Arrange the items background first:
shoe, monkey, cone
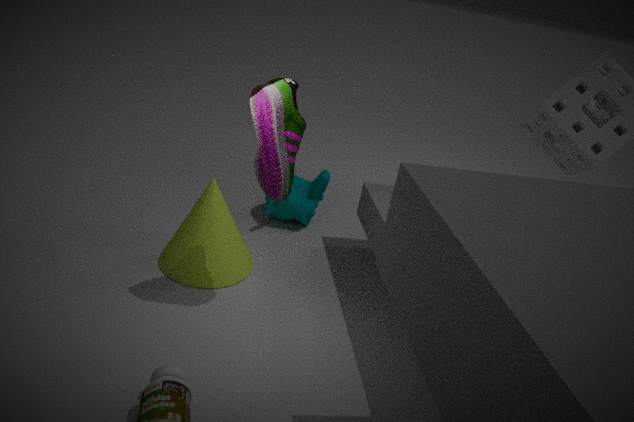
monkey
cone
shoe
